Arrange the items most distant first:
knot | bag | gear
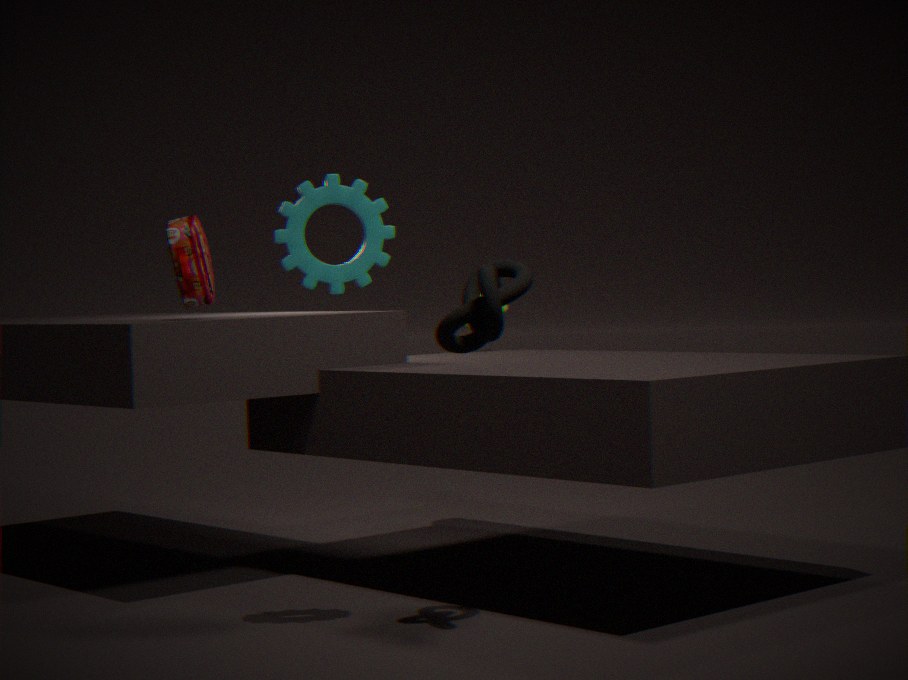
bag < gear < knot
